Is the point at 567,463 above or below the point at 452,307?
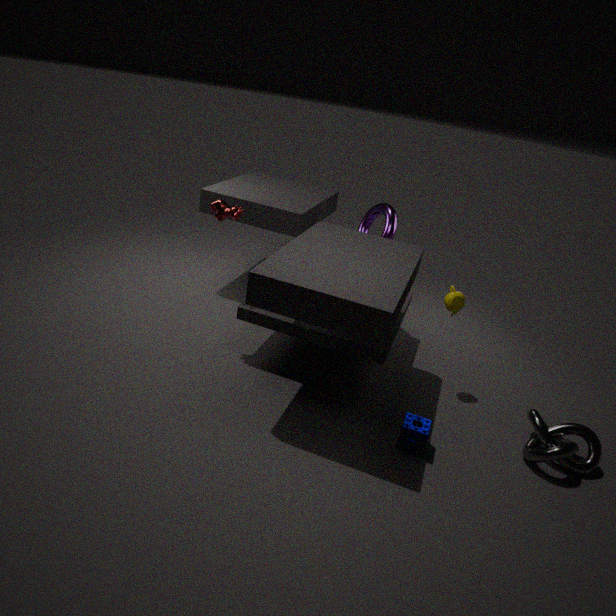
below
